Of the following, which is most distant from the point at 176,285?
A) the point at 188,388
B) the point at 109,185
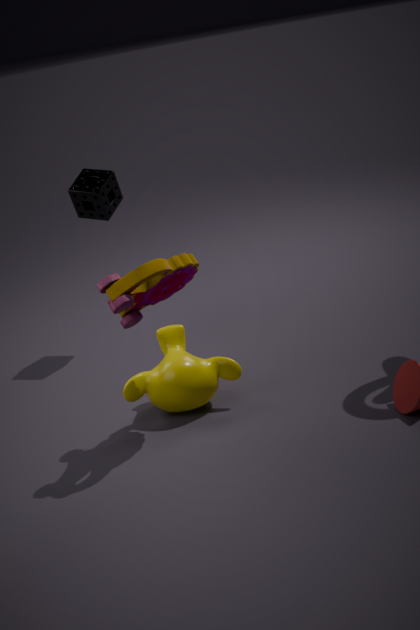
the point at 109,185
